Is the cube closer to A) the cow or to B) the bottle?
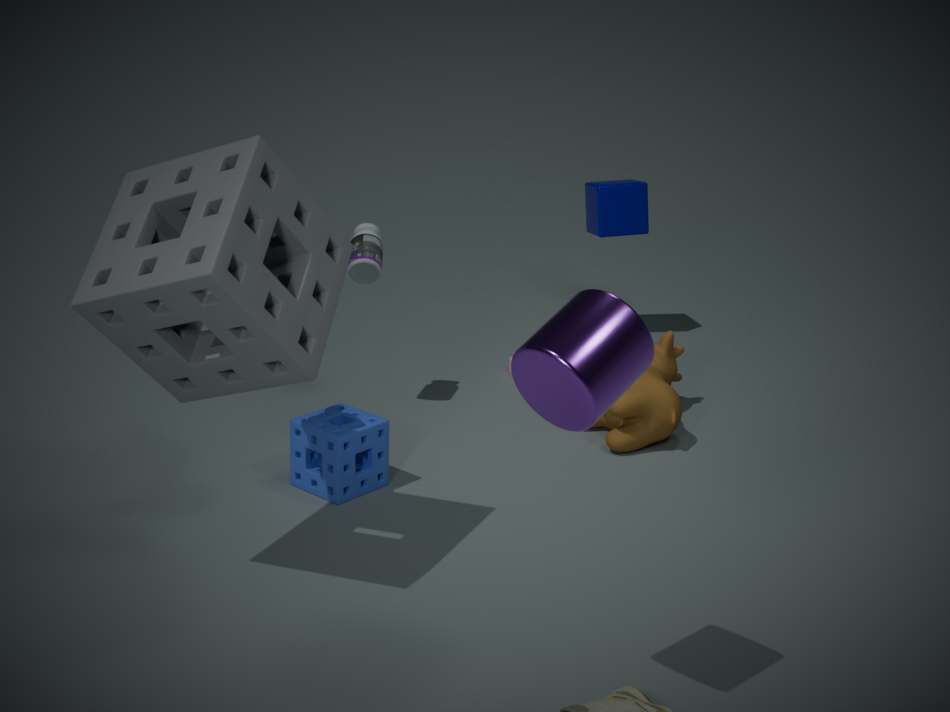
A) the cow
